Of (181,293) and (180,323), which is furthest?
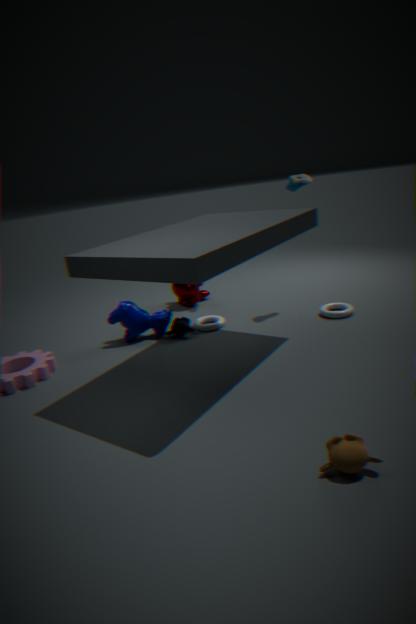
(181,293)
